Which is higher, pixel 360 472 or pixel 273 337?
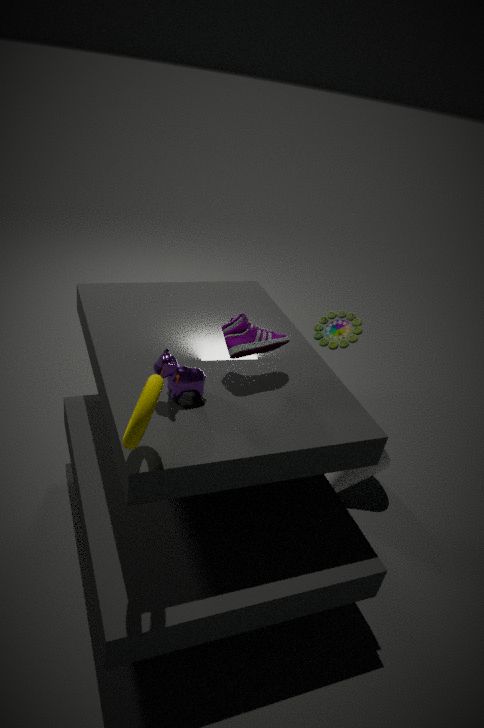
pixel 273 337
